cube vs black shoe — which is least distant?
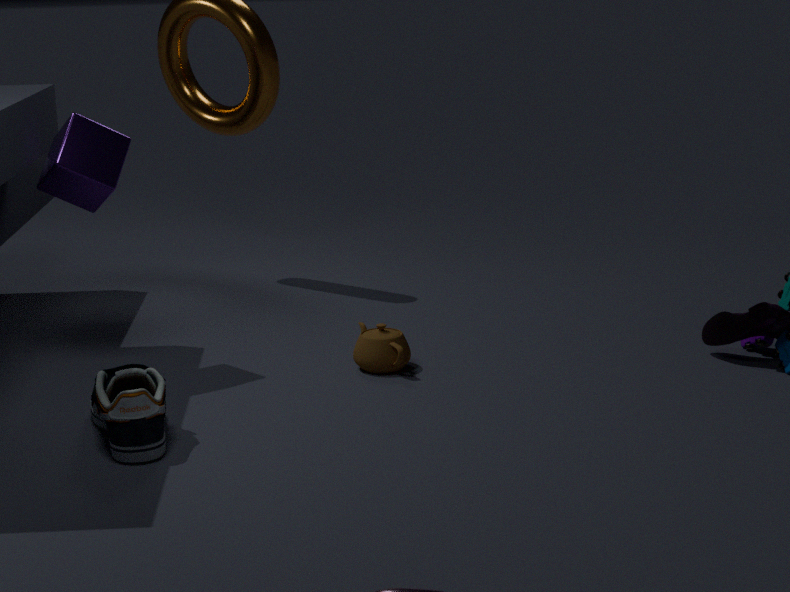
black shoe
